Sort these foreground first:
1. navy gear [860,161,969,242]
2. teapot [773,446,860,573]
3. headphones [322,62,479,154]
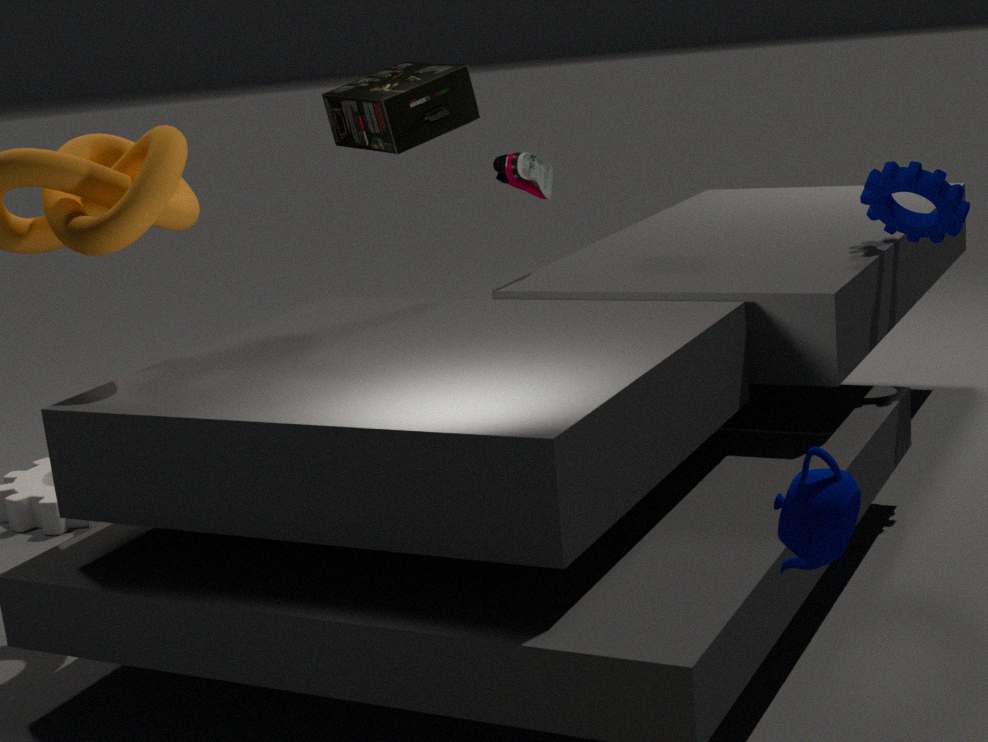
teapot [773,446,860,573] < navy gear [860,161,969,242] < headphones [322,62,479,154]
